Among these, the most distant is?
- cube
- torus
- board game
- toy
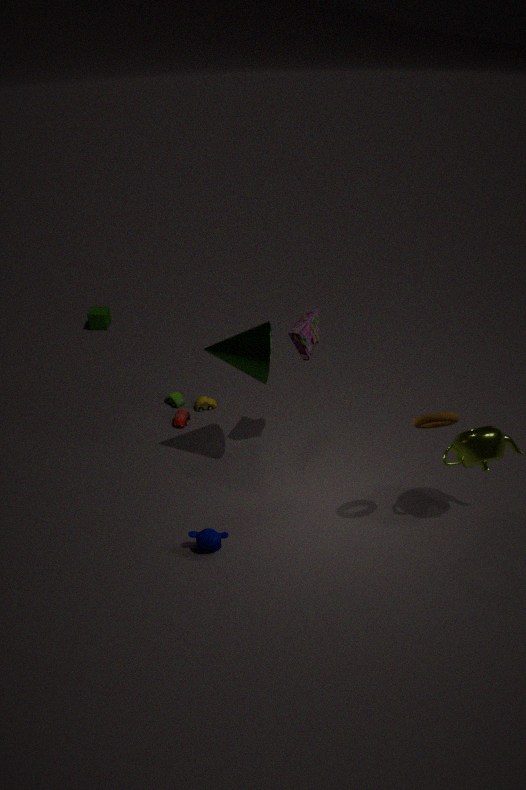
cube
